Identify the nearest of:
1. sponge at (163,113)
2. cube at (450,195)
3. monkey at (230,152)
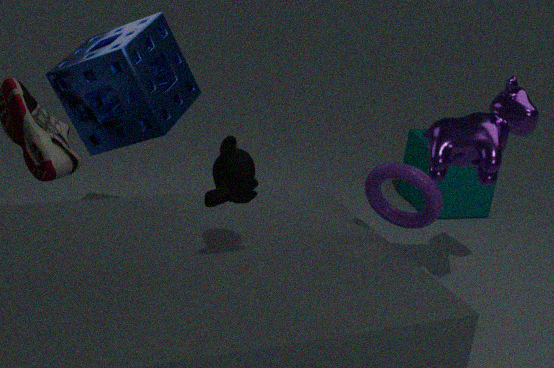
monkey at (230,152)
